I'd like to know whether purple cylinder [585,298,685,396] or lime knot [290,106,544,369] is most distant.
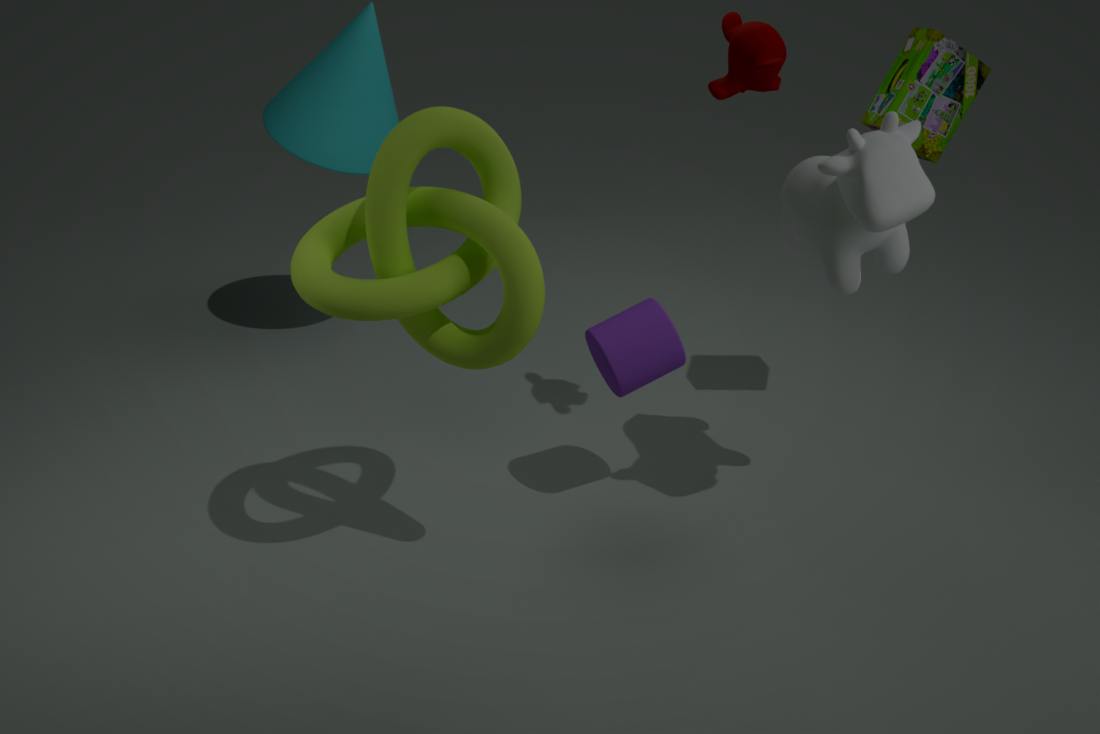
purple cylinder [585,298,685,396]
